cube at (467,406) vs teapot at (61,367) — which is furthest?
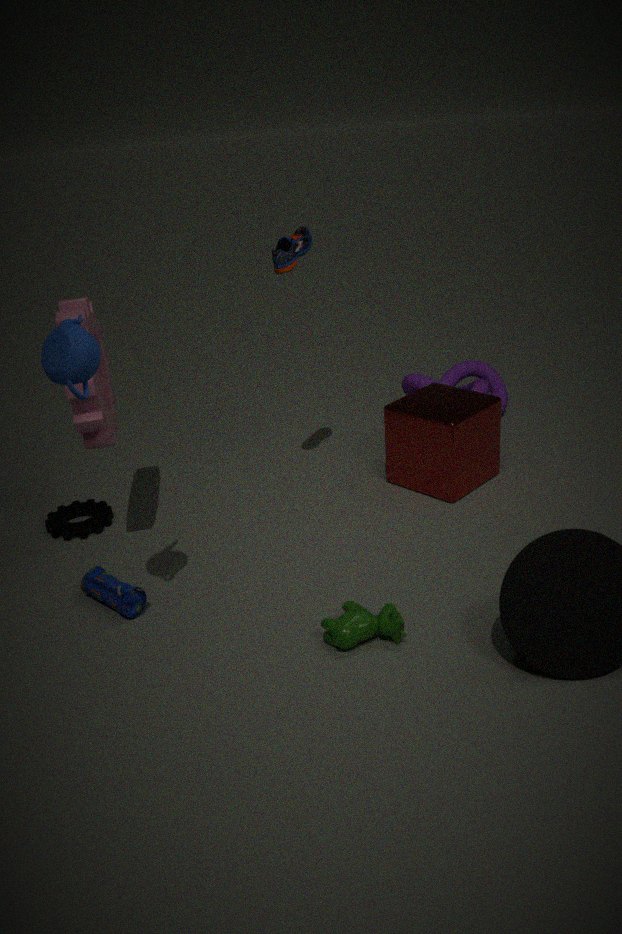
cube at (467,406)
